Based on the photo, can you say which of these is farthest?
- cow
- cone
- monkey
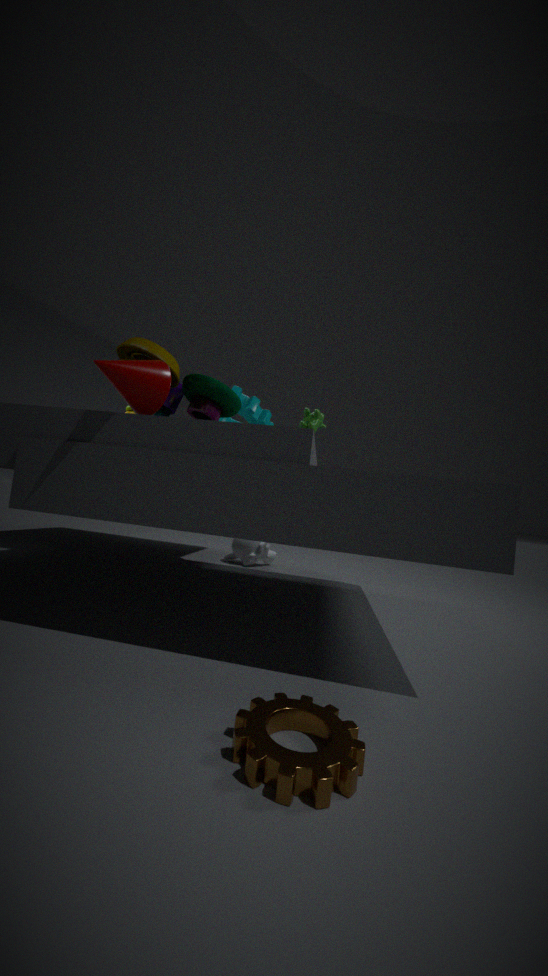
monkey
